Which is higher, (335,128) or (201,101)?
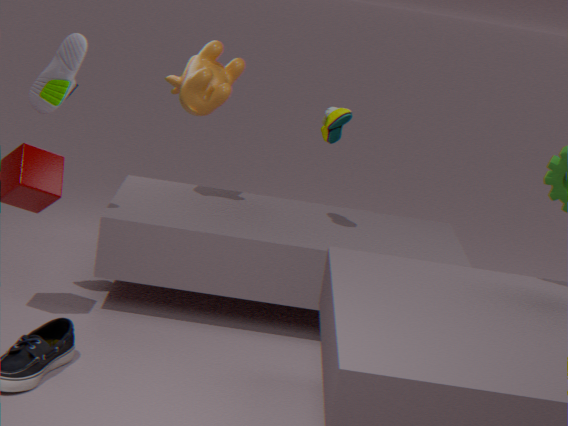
(201,101)
